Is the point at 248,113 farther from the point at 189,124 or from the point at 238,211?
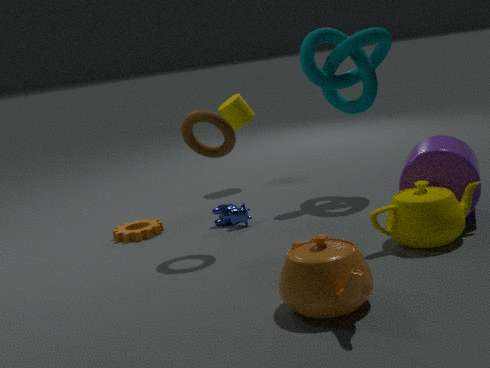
the point at 189,124
